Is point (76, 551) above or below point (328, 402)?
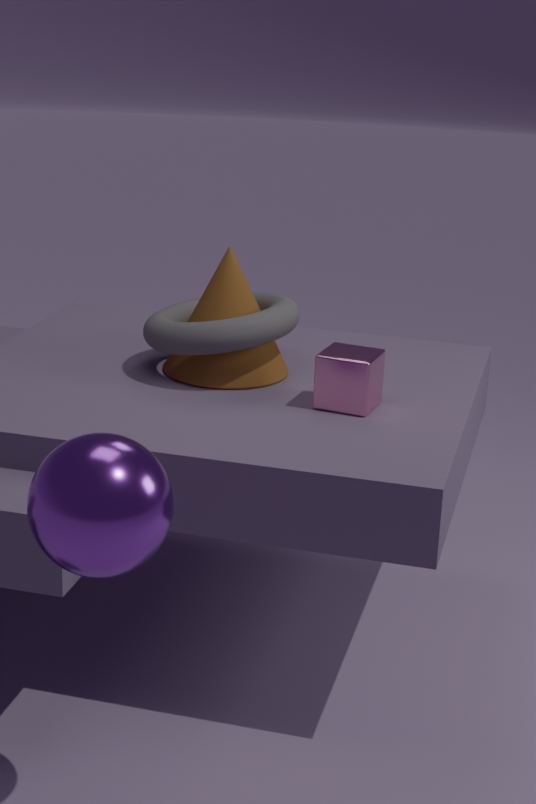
below
